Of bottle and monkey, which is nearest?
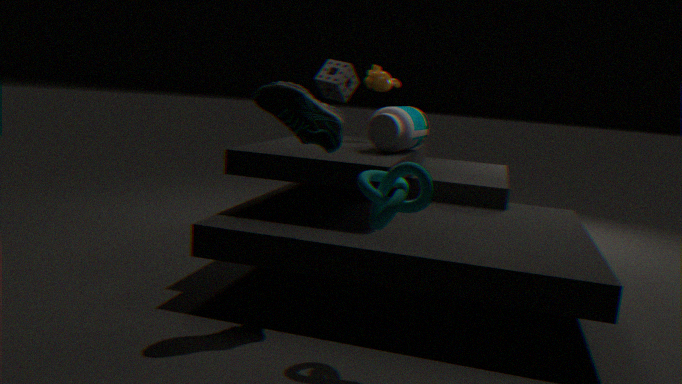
bottle
